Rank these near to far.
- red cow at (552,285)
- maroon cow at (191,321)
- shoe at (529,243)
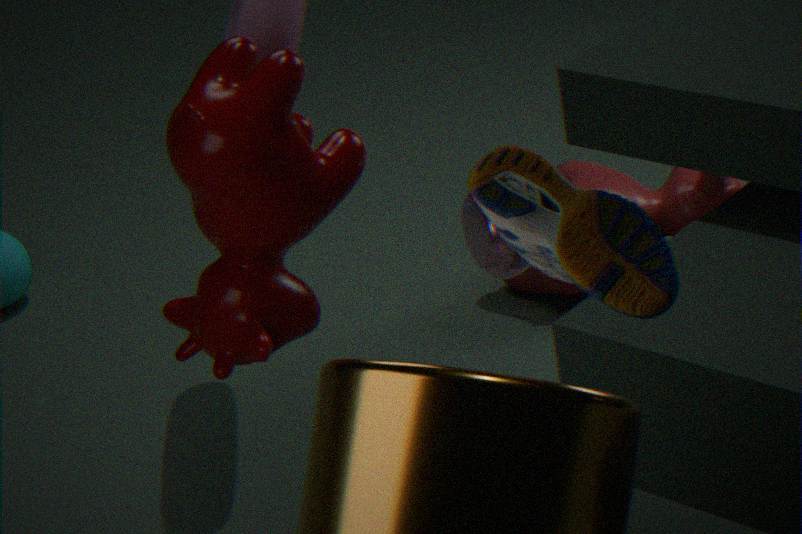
shoe at (529,243), maroon cow at (191,321), red cow at (552,285)
